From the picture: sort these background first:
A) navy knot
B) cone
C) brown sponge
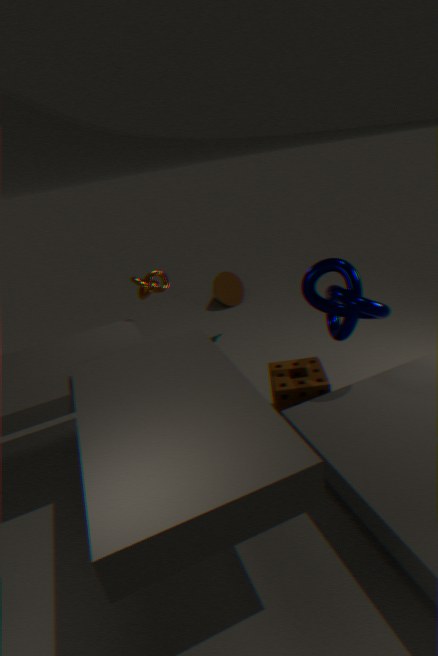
cone → brown sponge → navy knot
